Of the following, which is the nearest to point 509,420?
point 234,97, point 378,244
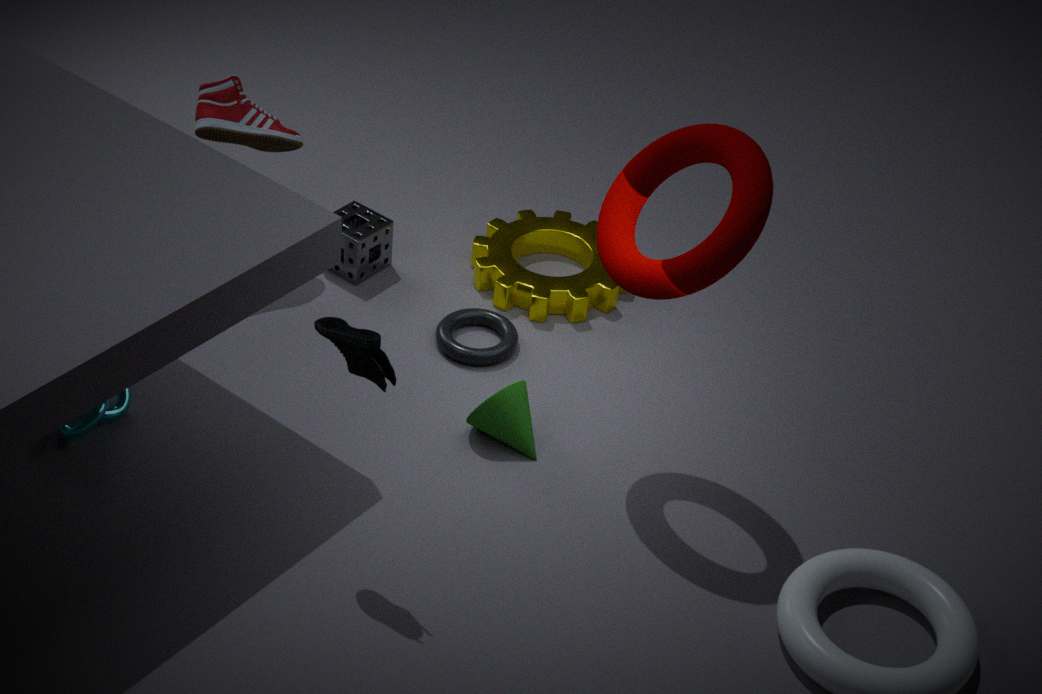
point 378,244
